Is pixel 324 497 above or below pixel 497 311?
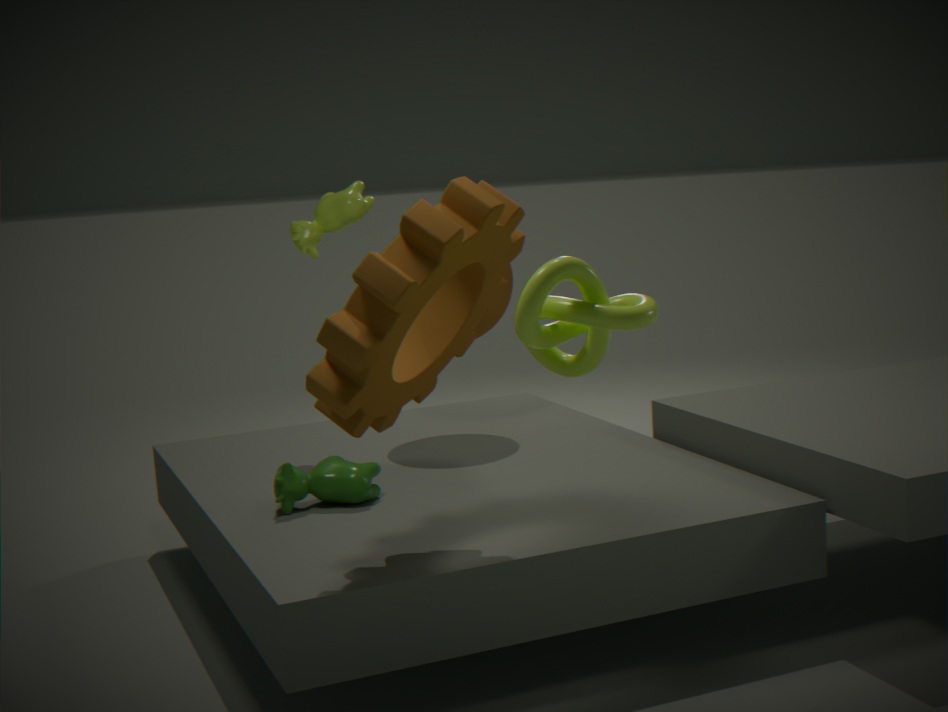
below
